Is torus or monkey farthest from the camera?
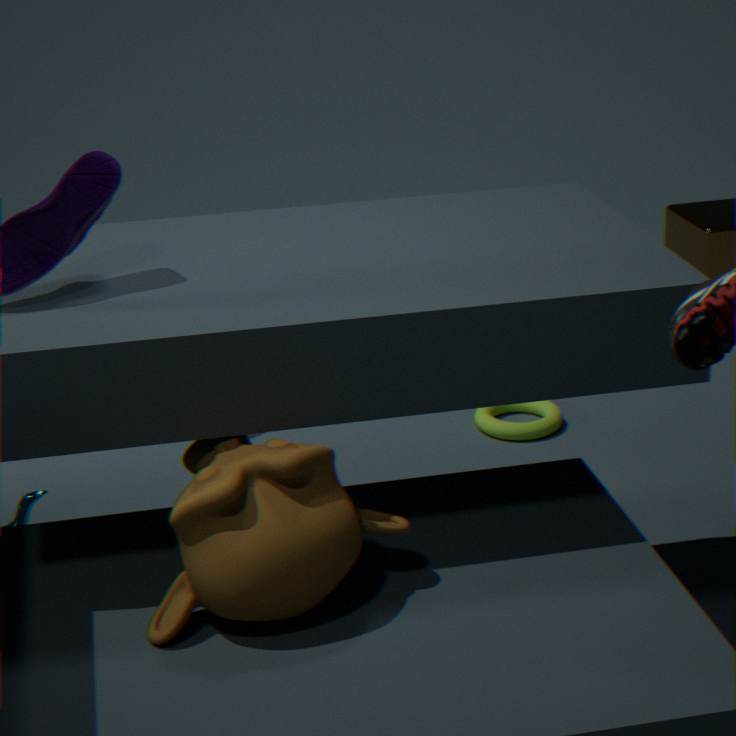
torus
